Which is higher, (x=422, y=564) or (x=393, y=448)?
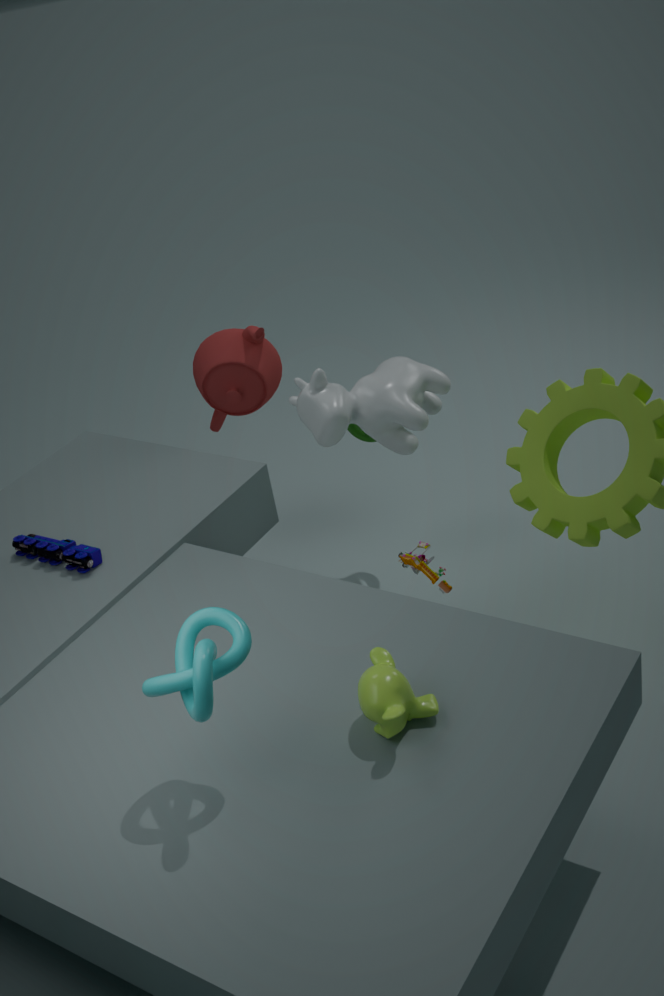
(x=393, y=448)
